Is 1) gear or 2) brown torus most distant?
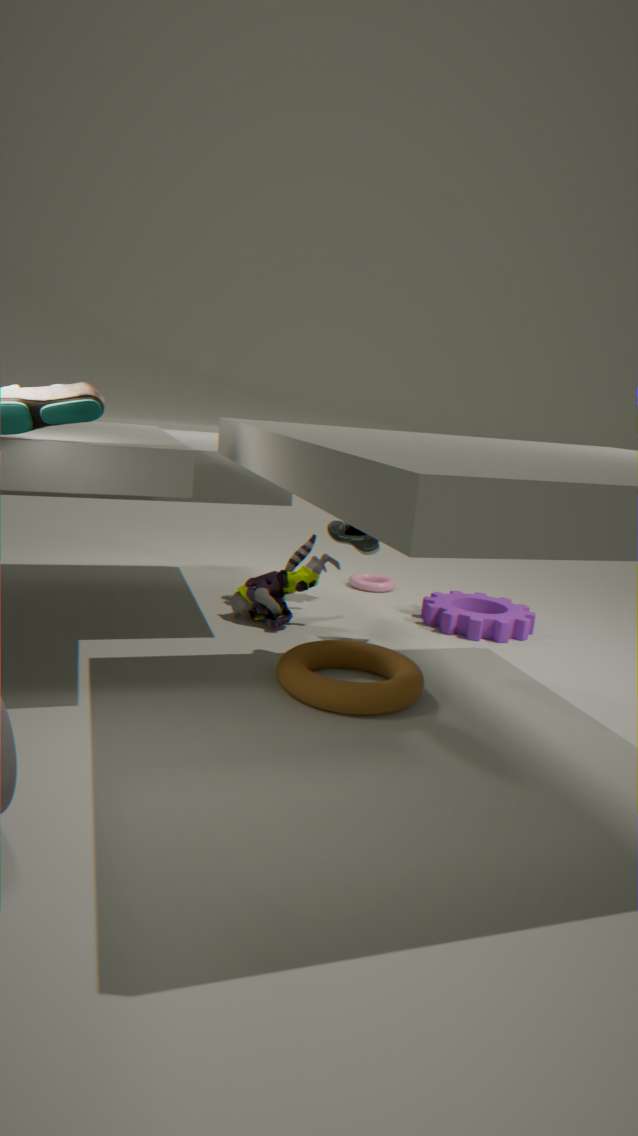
1. gear
